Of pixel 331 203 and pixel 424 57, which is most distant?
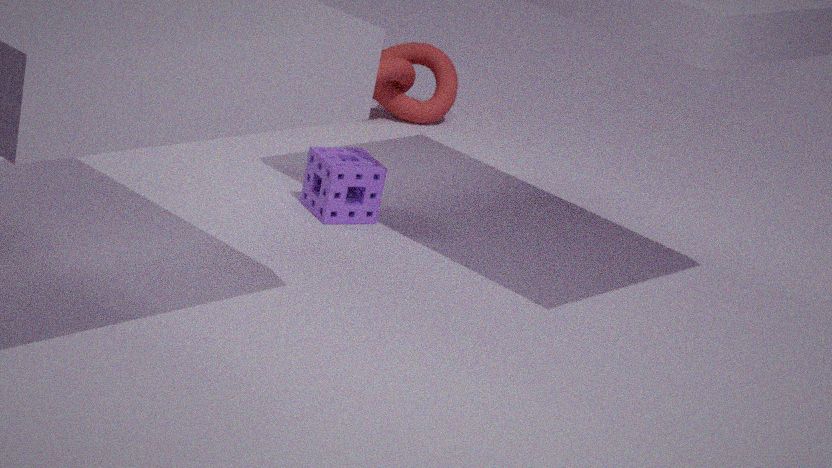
pixel 424 57
